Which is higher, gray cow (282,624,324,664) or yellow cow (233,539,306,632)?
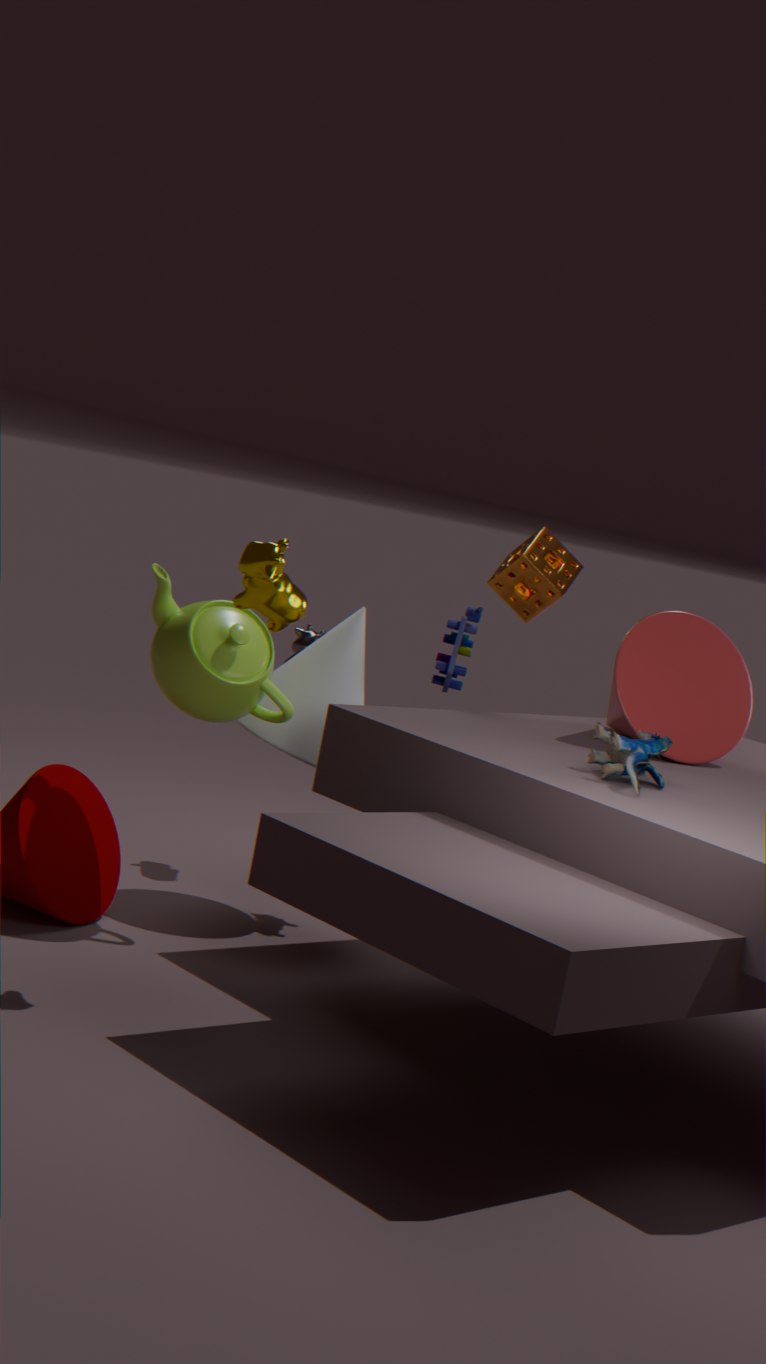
yellow cow (233,539,306,632)
